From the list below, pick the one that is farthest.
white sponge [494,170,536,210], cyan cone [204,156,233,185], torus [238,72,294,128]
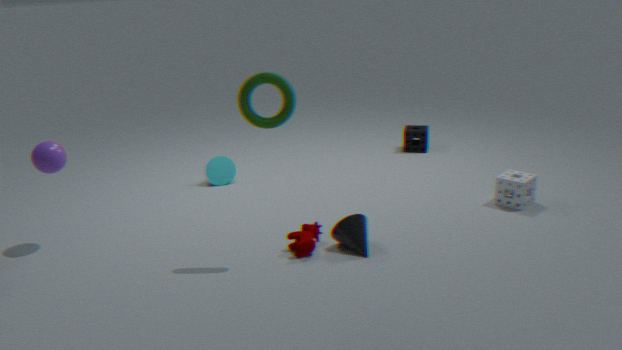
cyan cone [204,156,233,185]
